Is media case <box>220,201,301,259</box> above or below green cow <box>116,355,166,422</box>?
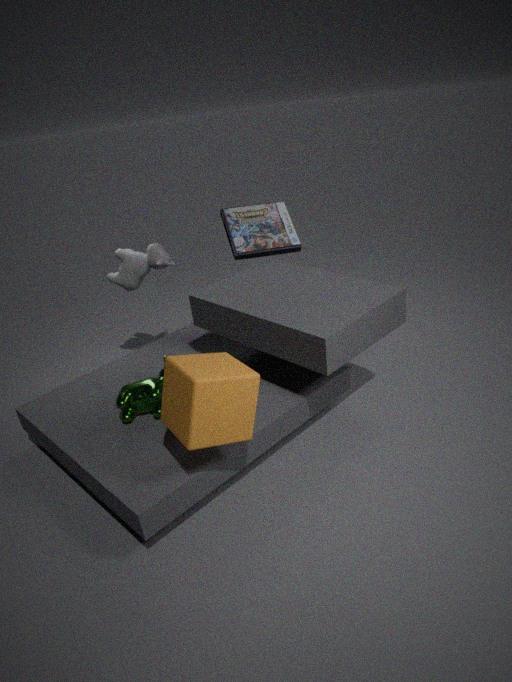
above
